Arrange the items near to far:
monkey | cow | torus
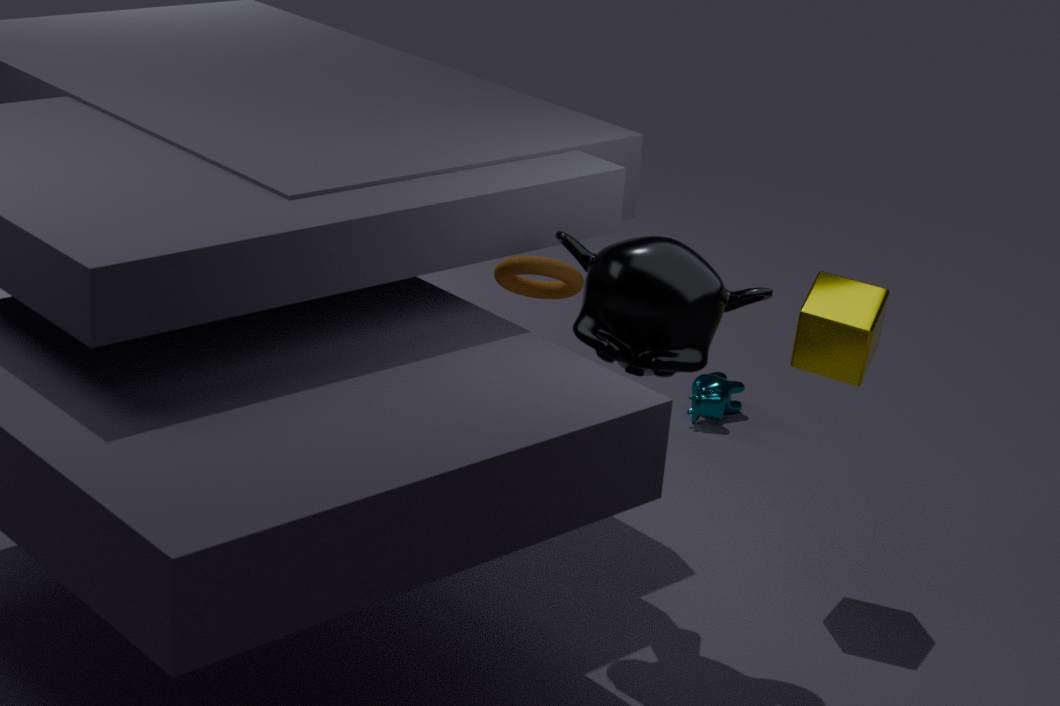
monkey → torus → cow
